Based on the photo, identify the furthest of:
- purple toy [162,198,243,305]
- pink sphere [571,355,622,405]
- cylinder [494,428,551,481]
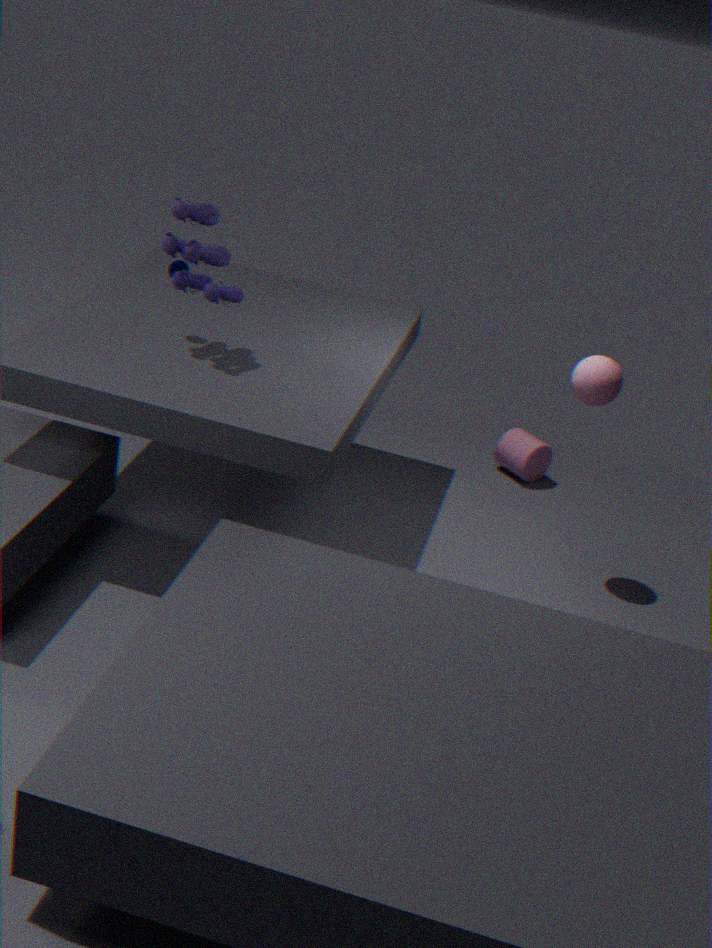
cylinder [494,428,551,481]
